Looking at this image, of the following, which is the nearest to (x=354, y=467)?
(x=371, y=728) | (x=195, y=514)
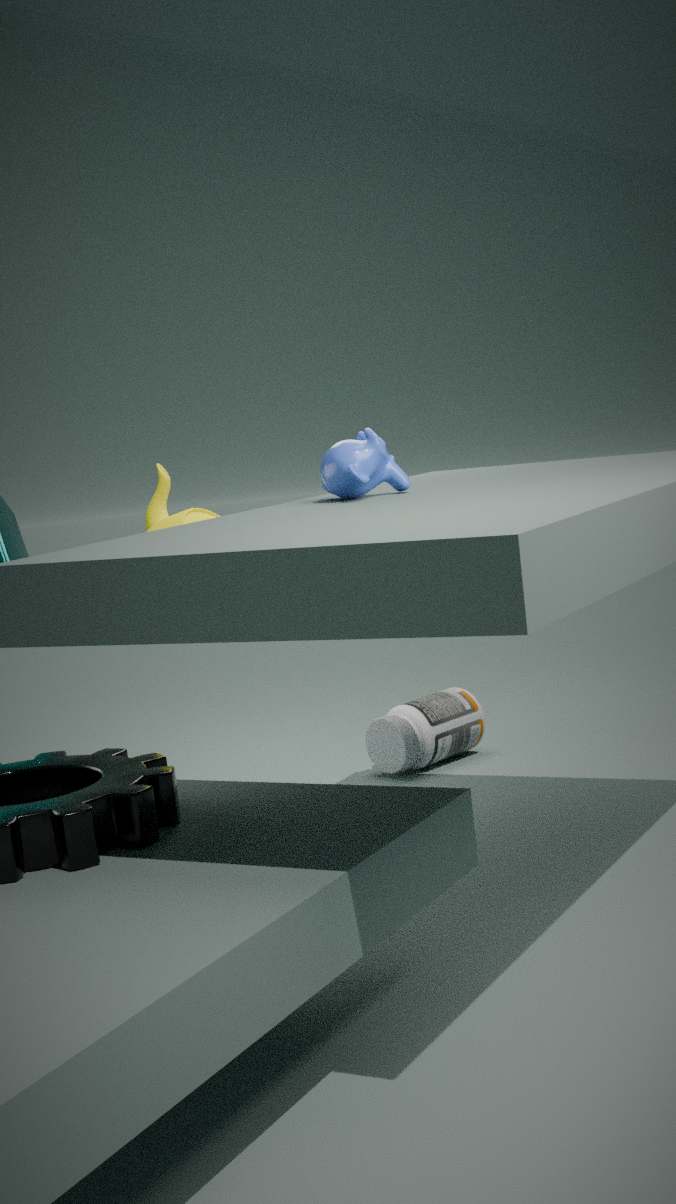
(x=195, y=514)
